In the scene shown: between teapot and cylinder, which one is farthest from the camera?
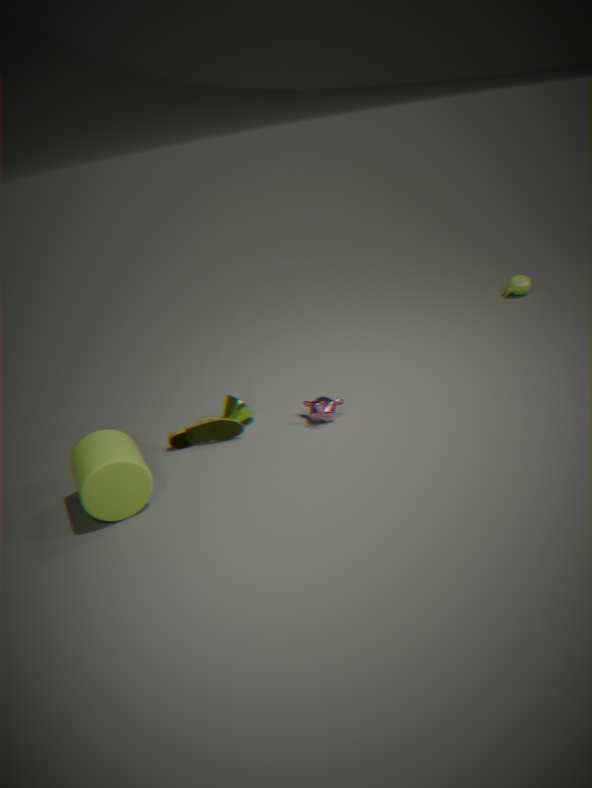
teapot
